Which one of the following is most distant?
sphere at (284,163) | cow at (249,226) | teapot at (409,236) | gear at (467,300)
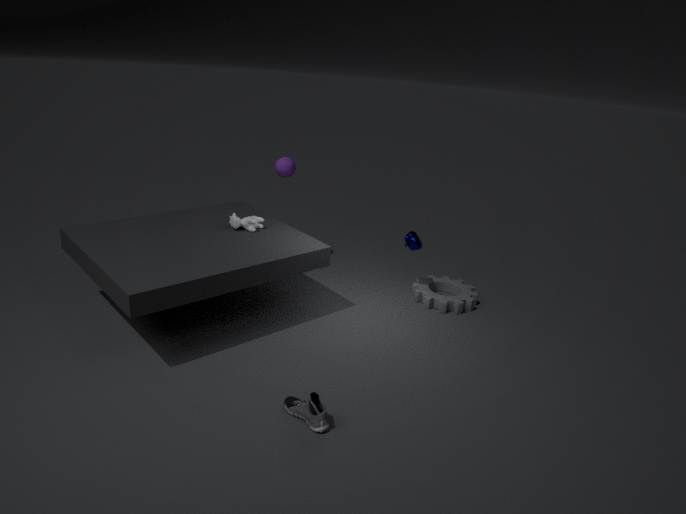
sphere at (284,163)
